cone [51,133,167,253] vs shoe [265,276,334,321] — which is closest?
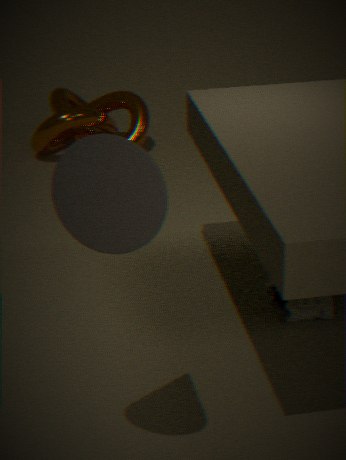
cone [51,133,167,253]
